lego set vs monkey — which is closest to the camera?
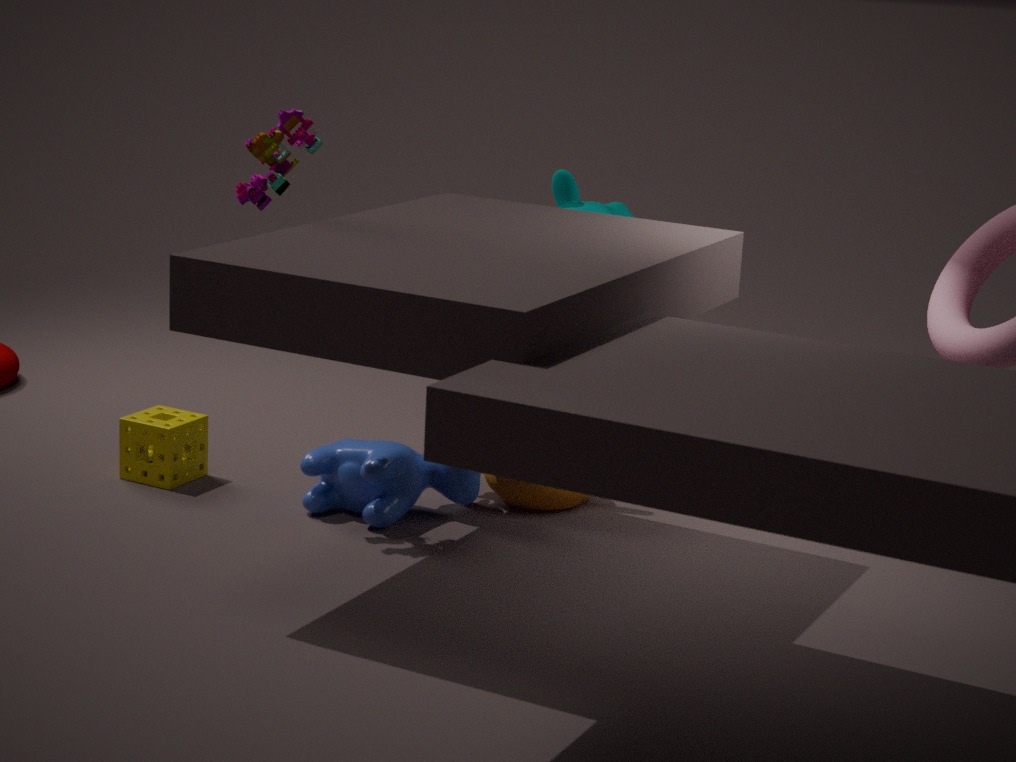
lego set
